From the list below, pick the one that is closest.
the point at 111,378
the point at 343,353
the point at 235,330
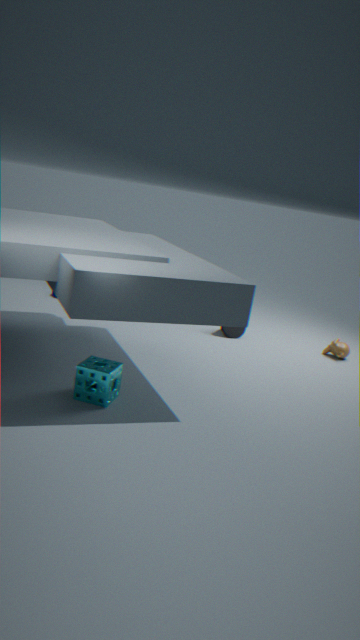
the point at 111,378
